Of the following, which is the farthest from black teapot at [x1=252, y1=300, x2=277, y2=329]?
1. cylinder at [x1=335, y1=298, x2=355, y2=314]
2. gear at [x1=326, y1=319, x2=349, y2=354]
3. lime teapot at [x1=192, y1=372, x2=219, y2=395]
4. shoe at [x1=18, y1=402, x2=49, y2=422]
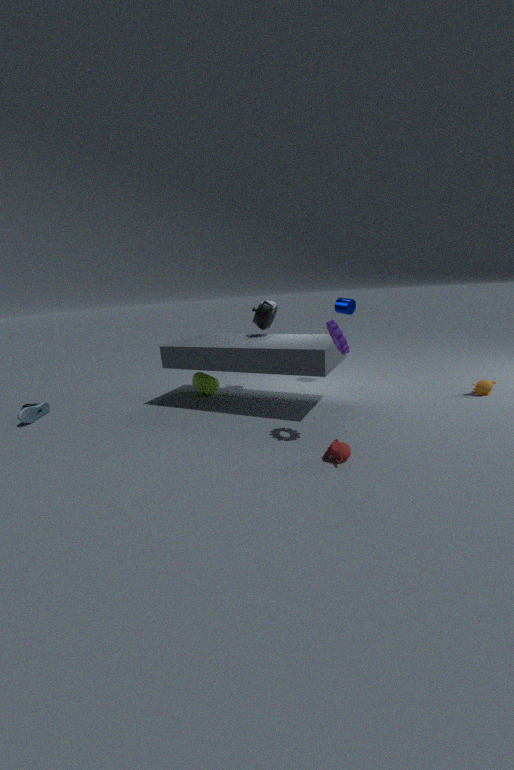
shoe at [x1=18, y1=402, x2=49, y2=422]
